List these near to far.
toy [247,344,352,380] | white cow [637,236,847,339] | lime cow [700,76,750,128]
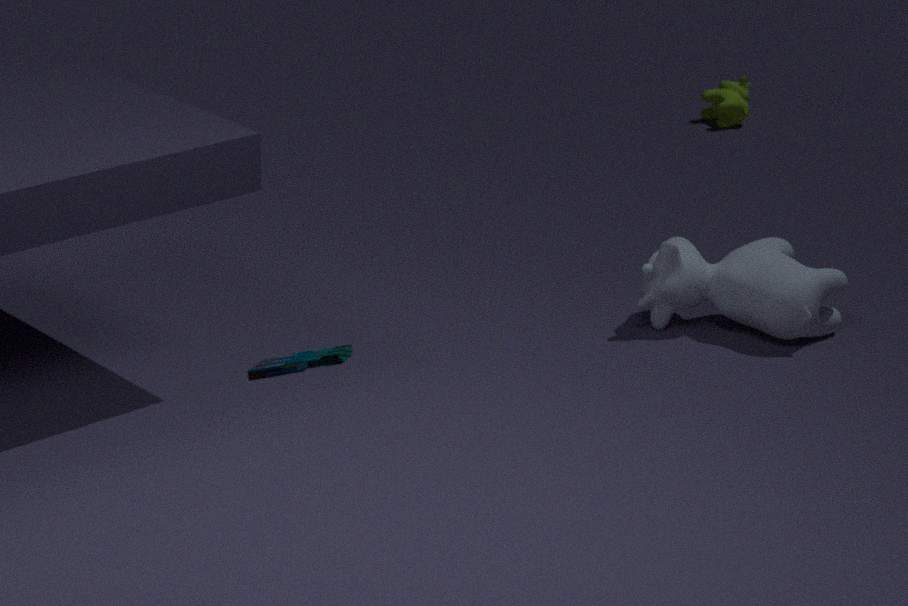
toy [247,344,352,380] → white cow [637,236,847,339] → lime cow [700,76,750,128]
